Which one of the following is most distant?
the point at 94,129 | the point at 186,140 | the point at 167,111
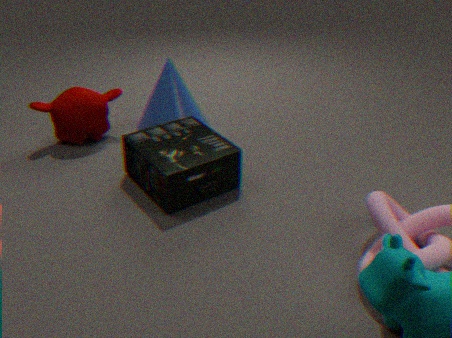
the point at 94,129
